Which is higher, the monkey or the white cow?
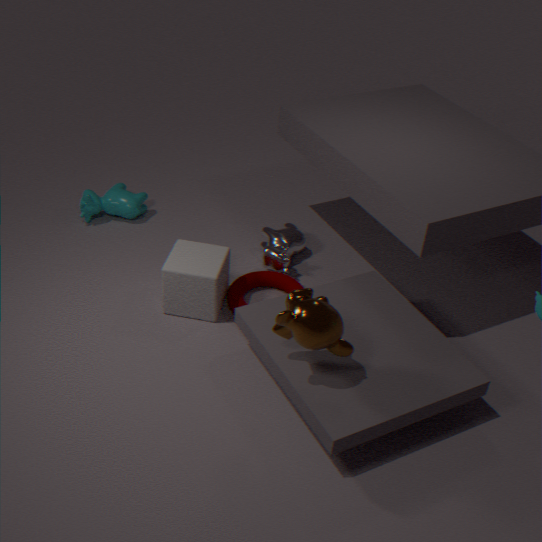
the monkey
